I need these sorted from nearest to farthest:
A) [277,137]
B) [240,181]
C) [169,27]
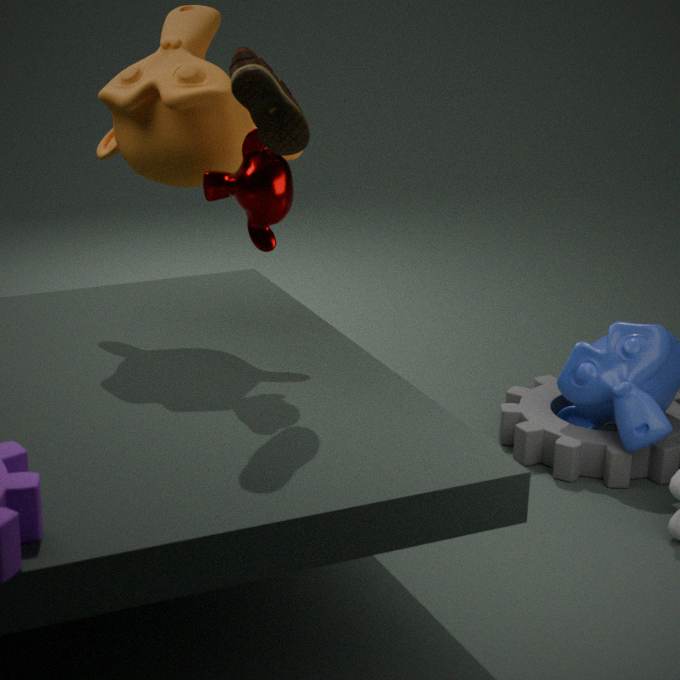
[277,137] → [240,181] → [169,27]
